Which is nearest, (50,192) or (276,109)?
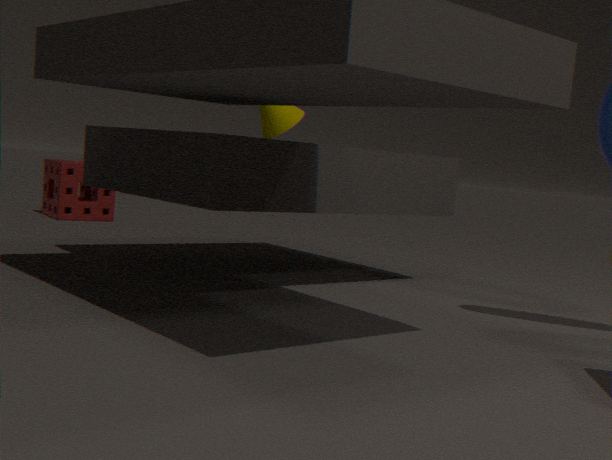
(276,109)
